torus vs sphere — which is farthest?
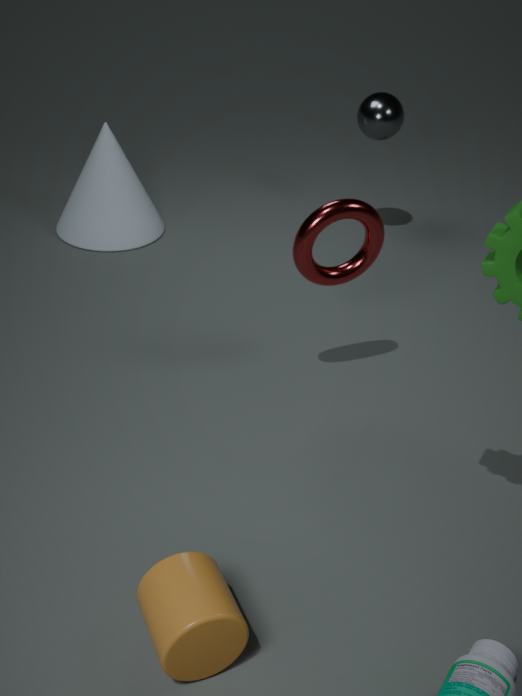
sphere
